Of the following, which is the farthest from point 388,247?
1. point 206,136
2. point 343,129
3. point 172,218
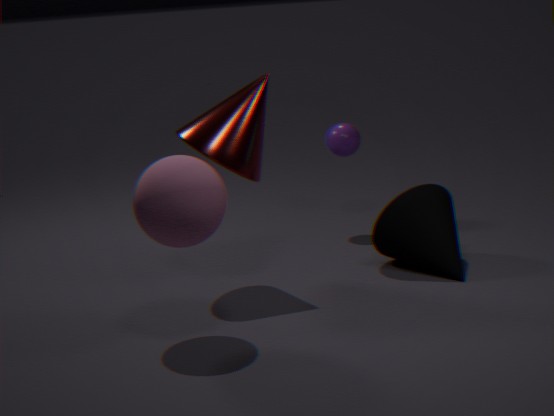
point 172,218
